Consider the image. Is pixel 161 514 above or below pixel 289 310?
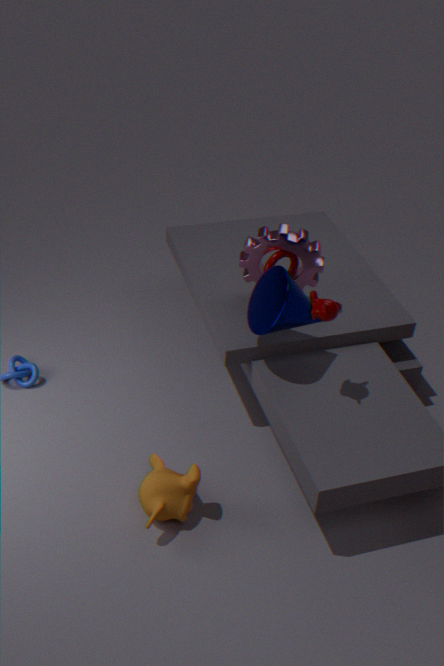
below
